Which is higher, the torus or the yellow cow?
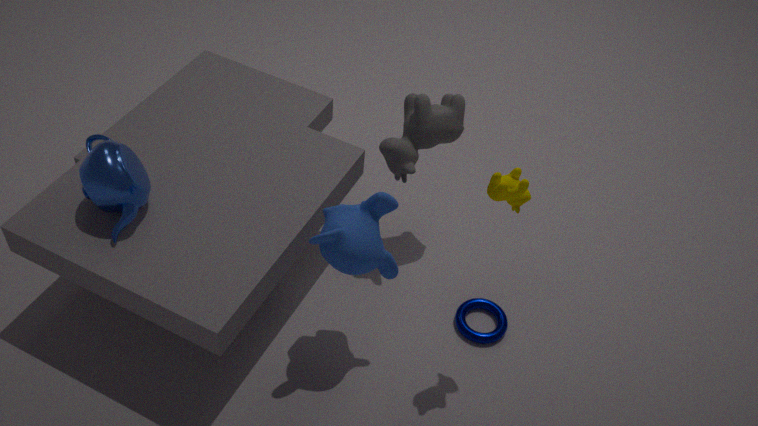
the yellow cow
